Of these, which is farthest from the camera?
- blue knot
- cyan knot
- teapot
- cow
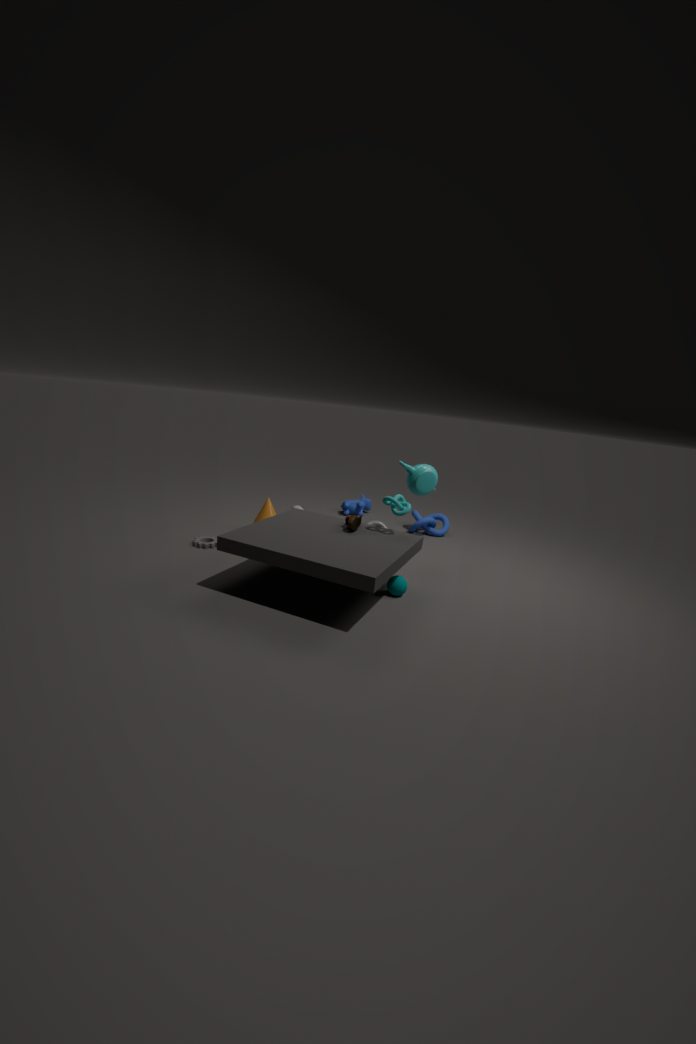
cow
